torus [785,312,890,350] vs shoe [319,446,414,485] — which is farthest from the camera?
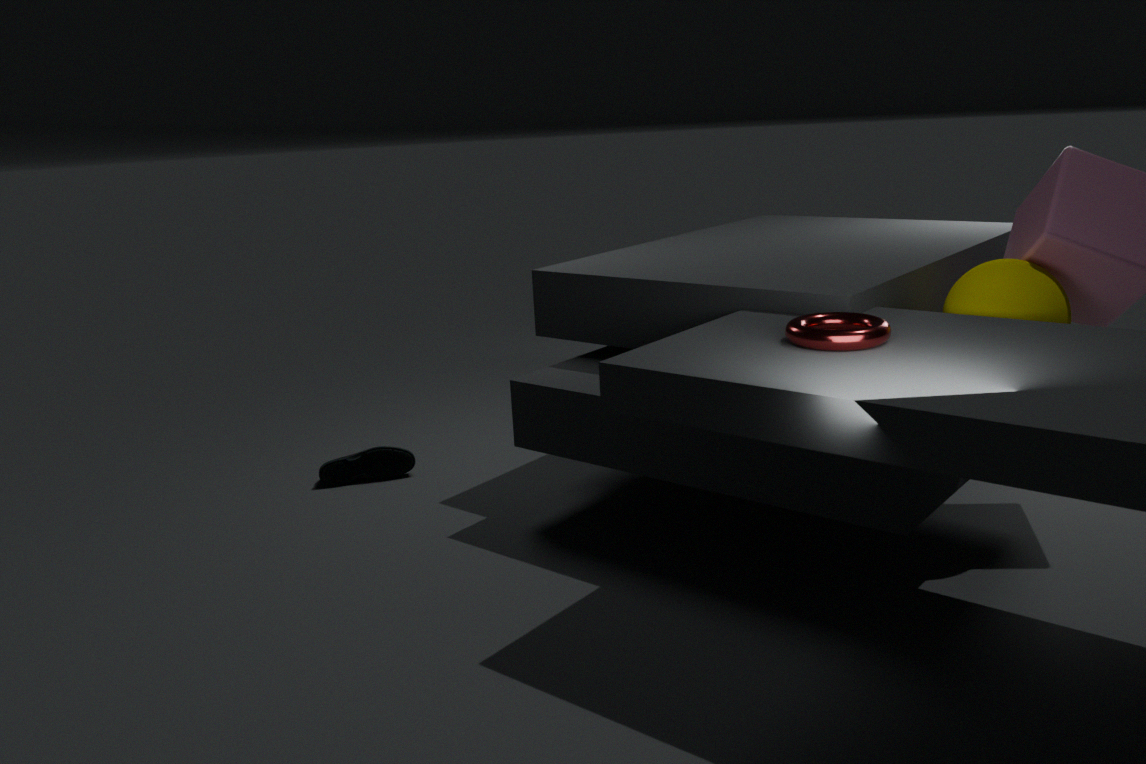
shoe [319,446,414,485]
